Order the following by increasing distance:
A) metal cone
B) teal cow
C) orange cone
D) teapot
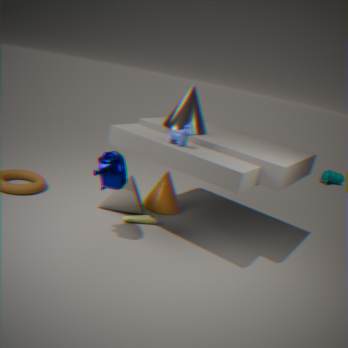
teapot < metal cone < orange cone < teal cow
